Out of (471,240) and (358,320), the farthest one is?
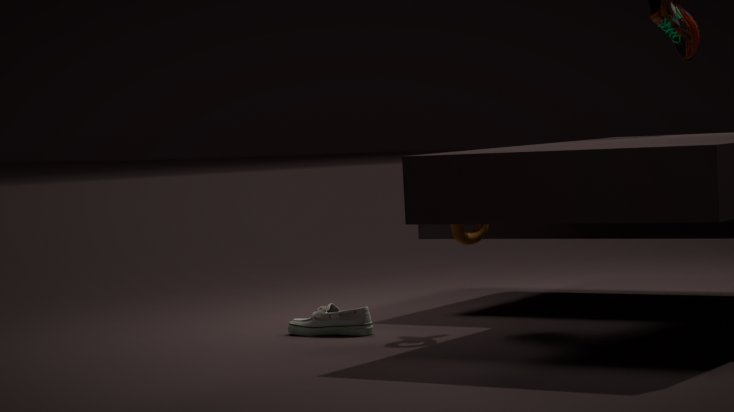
(358,320)
